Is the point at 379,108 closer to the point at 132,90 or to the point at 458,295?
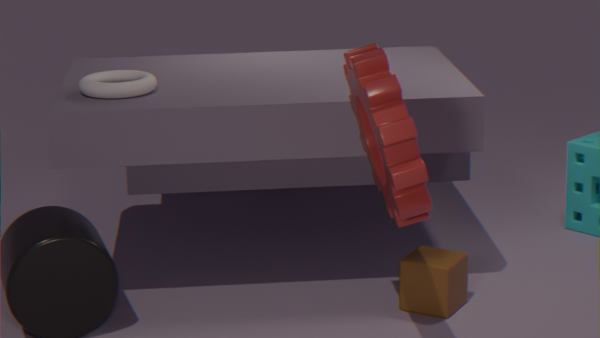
the point at 458,295
